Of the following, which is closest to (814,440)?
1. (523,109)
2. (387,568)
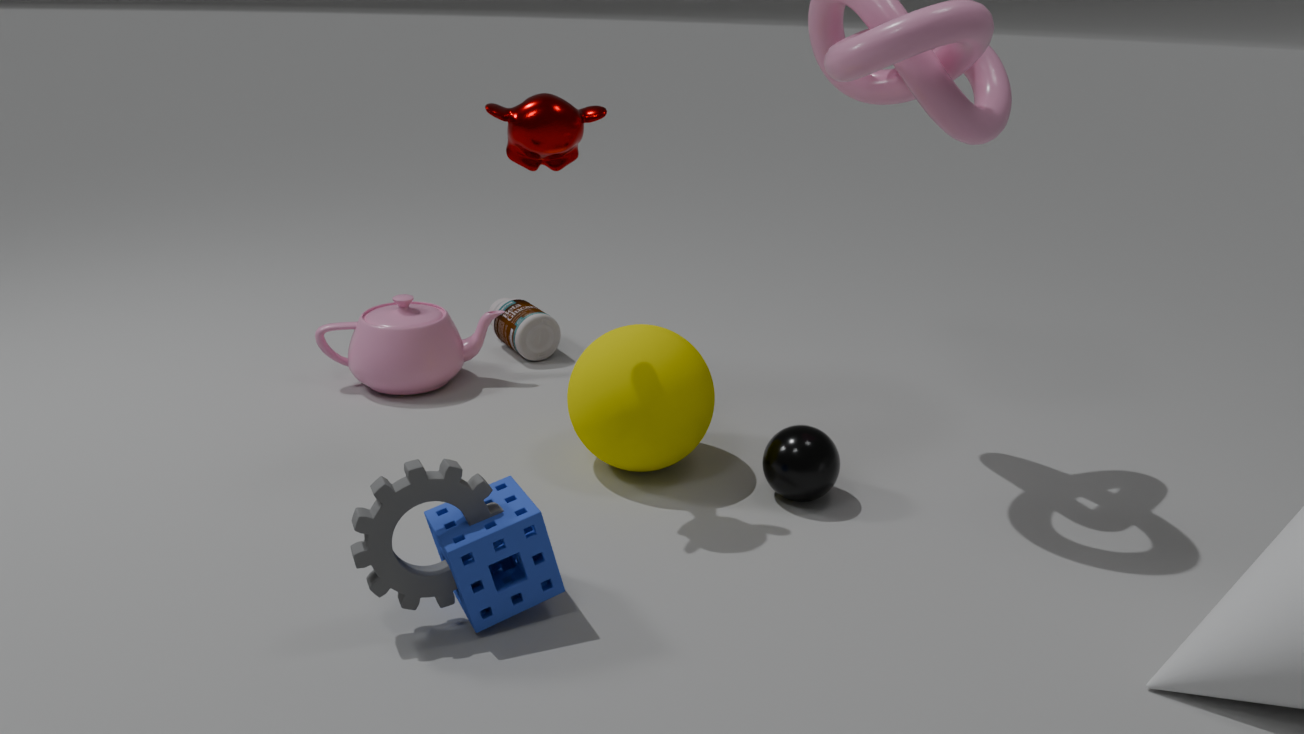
(387,568)
